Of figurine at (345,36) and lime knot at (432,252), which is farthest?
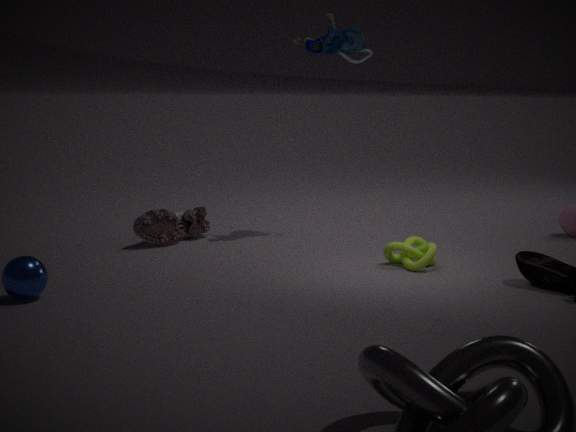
figurine at (345,36)
